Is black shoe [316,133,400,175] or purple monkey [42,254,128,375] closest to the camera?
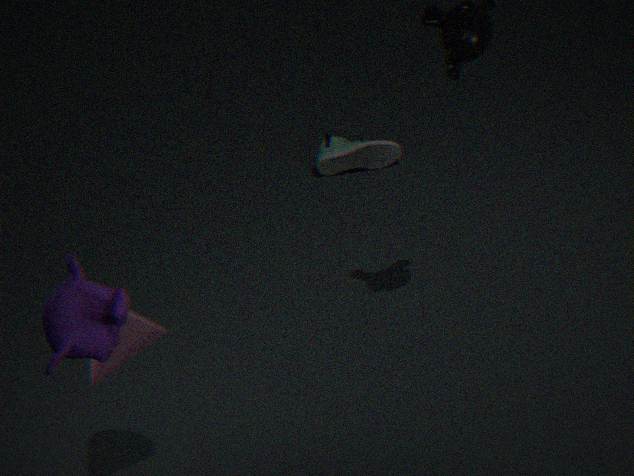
purple monkey [42,254,128,375]
